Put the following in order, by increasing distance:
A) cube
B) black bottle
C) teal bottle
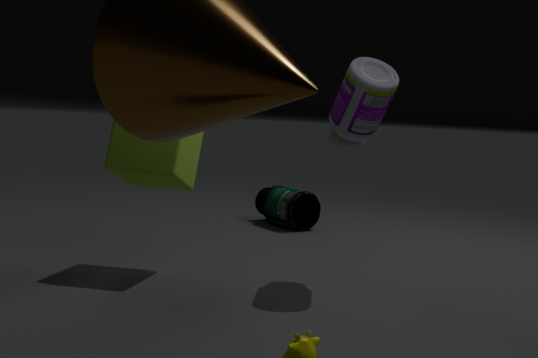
black bottle, cube, teal bottle
